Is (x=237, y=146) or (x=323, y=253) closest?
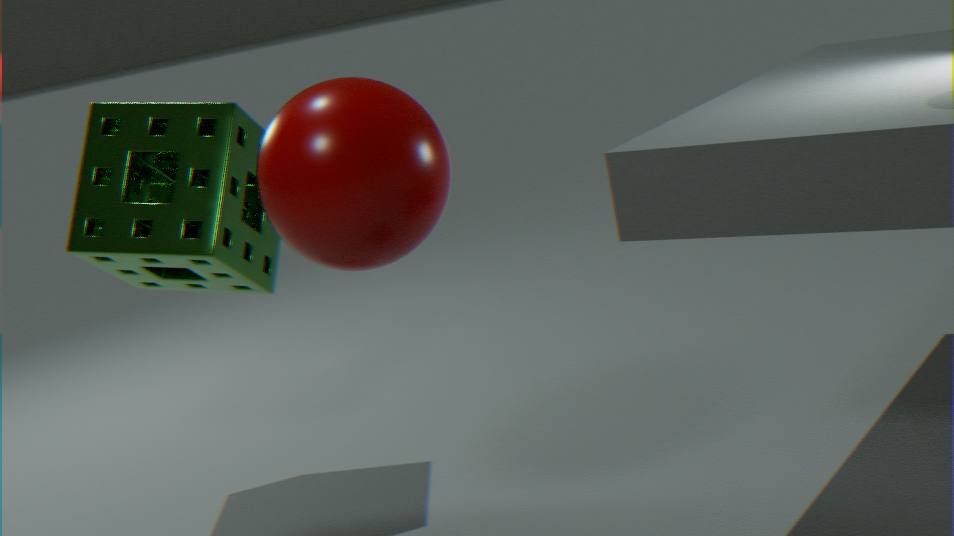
(x=323, y=253)
